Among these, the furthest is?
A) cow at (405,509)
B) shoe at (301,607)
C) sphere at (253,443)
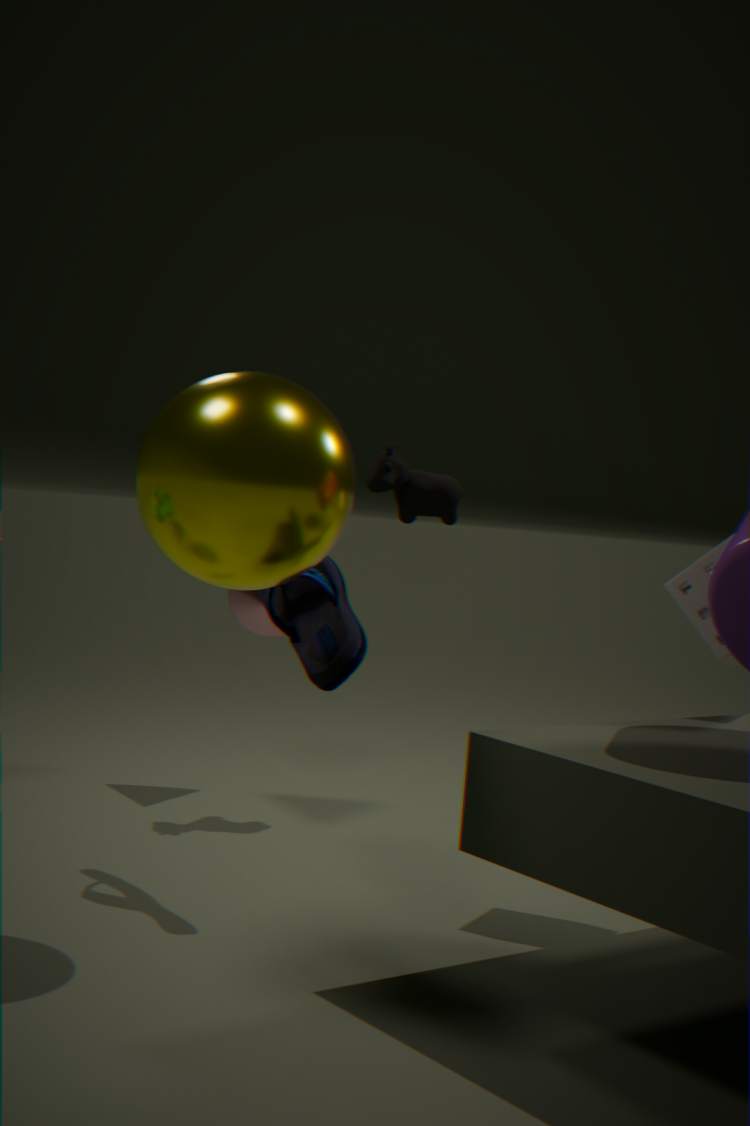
cow at (405,509)
